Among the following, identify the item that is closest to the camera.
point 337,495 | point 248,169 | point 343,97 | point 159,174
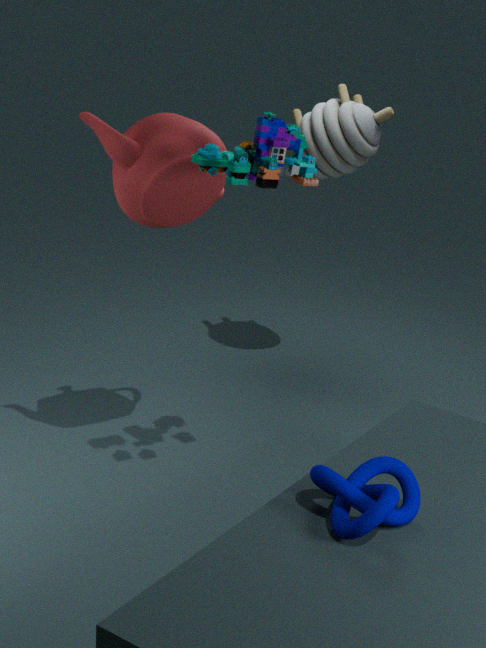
point 337,495
